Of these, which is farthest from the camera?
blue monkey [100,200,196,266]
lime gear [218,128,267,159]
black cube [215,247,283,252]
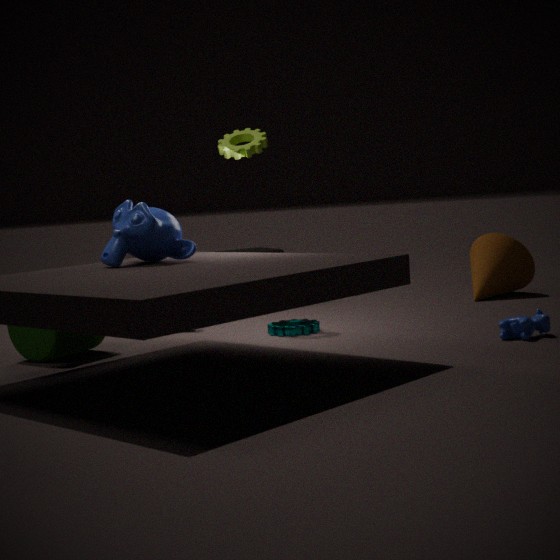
black cube [215,247,283,252]
